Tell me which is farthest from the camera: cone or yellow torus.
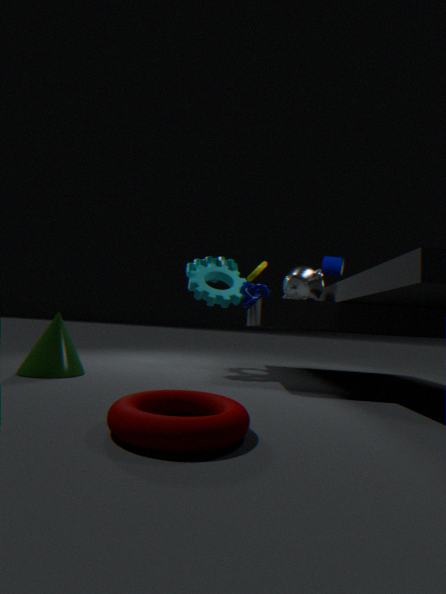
yellow torus
